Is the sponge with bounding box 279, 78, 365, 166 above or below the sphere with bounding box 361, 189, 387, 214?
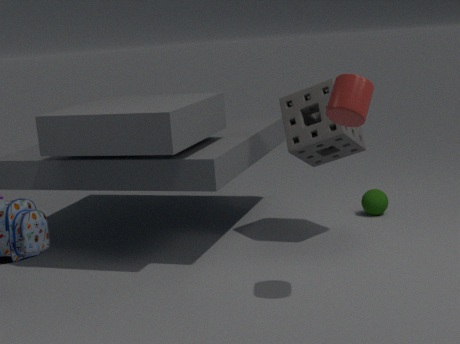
above
